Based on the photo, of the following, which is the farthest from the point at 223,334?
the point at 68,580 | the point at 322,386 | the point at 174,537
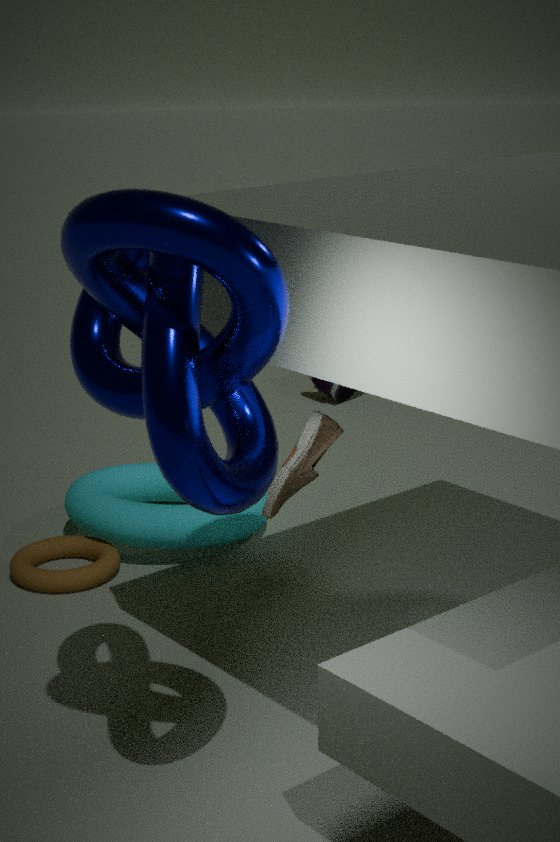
the point at 322,386
